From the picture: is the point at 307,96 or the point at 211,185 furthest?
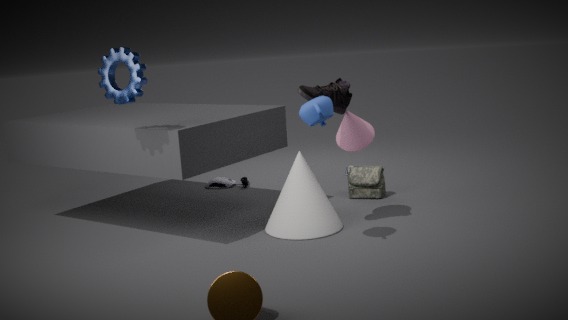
the point at 211,185
